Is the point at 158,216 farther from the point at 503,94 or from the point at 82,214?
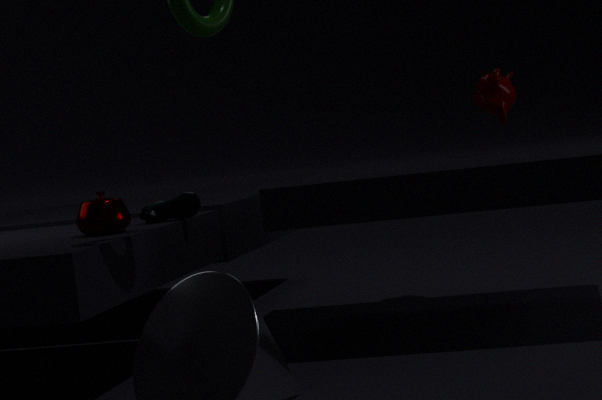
the point at 503,94
